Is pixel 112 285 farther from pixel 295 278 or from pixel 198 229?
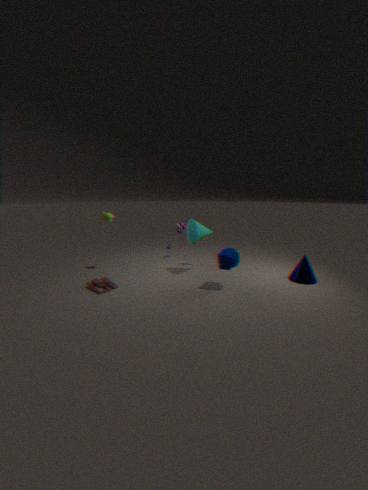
pixel 295 278
